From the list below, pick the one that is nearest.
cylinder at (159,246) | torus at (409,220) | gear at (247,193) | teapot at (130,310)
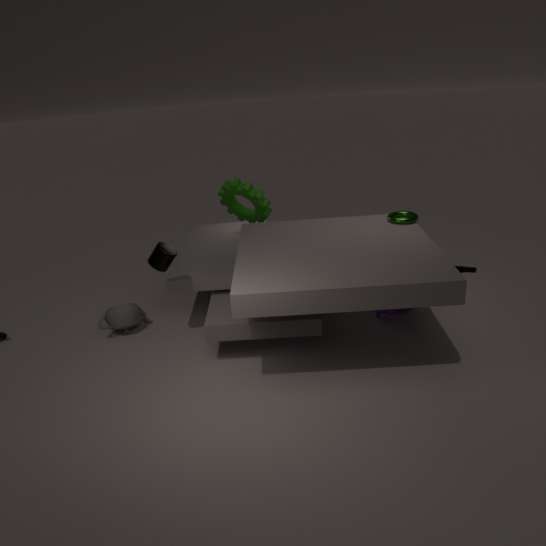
cylinder at (159,246)
